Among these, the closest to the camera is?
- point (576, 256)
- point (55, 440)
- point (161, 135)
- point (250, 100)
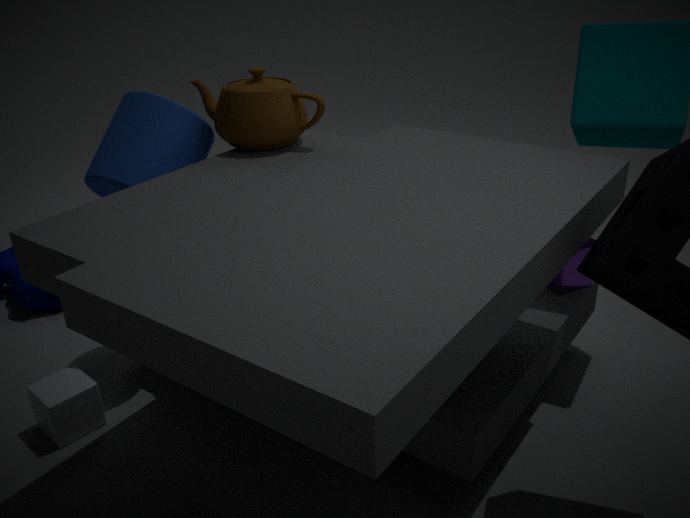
point (250, 100)
